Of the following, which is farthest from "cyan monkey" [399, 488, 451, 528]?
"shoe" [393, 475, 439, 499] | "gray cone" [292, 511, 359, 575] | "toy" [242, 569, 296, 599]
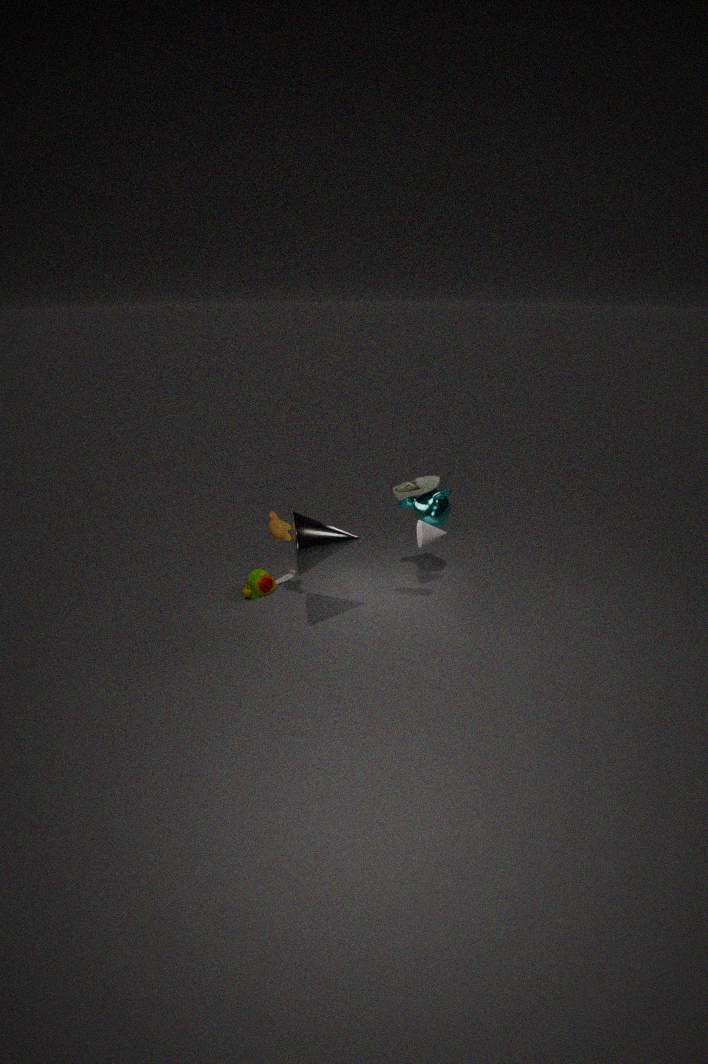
"toy" [242, 569, 296, 599]
